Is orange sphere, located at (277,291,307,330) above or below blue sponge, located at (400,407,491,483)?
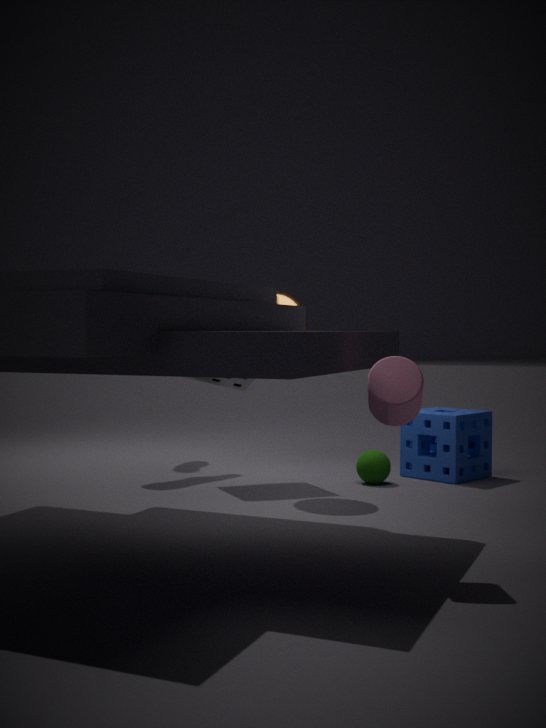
above
